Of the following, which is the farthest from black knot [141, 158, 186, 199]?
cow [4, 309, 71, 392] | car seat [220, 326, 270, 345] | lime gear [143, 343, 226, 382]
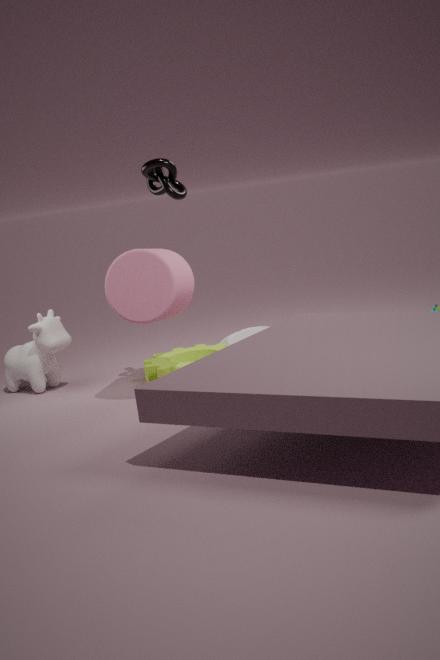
car seat [220, 326, 270, 345]
